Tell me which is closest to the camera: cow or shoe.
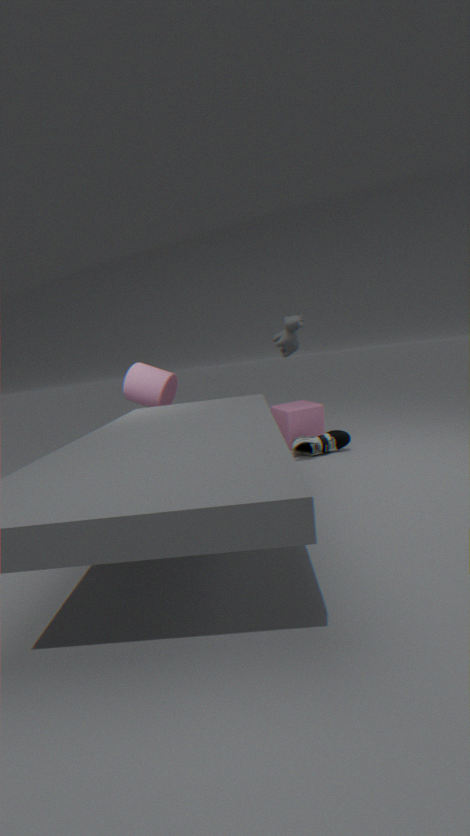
cow
